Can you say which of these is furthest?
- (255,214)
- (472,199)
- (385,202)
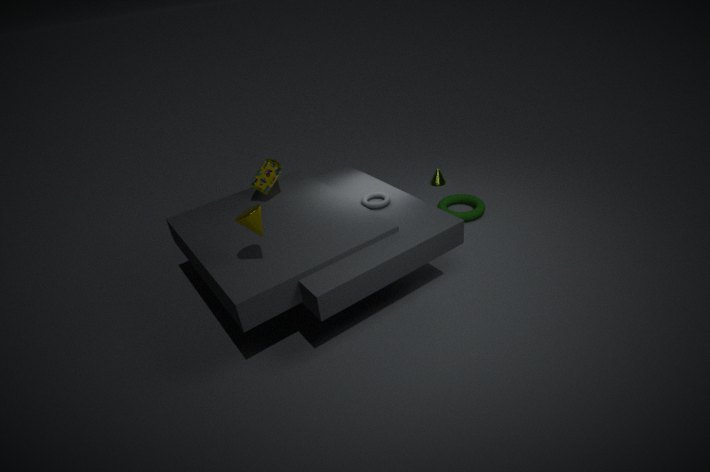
(472,199)
